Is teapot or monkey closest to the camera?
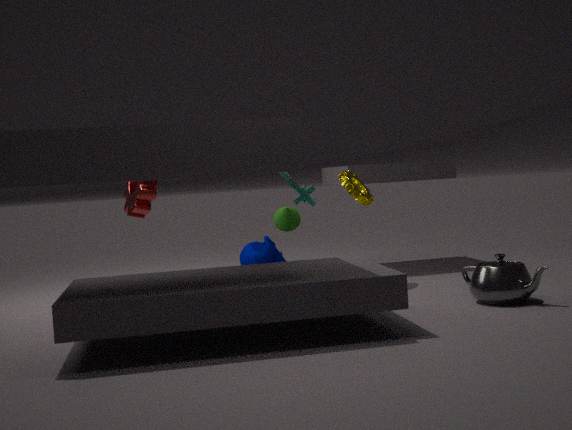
teapot
